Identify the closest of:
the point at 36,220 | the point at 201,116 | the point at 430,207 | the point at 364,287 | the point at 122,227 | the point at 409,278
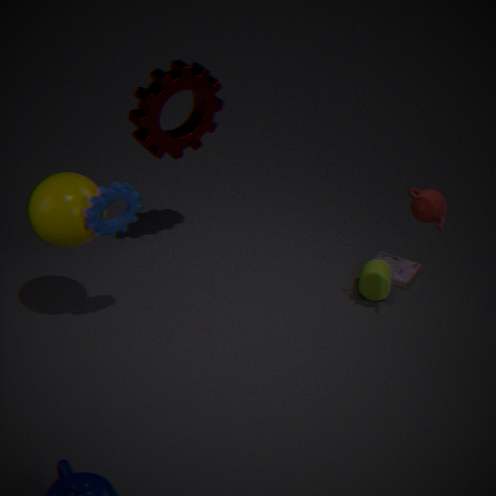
the point at 36,220
